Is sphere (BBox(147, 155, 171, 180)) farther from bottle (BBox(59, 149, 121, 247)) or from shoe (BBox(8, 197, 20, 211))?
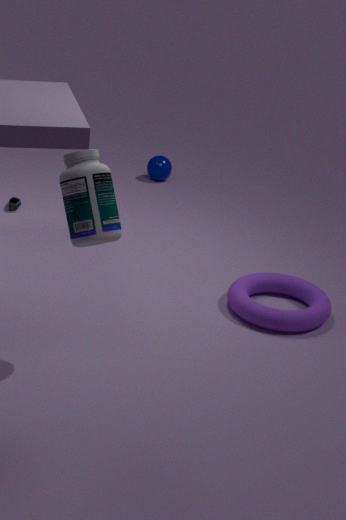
bottle (BBox(59, 149, 121, 247))
